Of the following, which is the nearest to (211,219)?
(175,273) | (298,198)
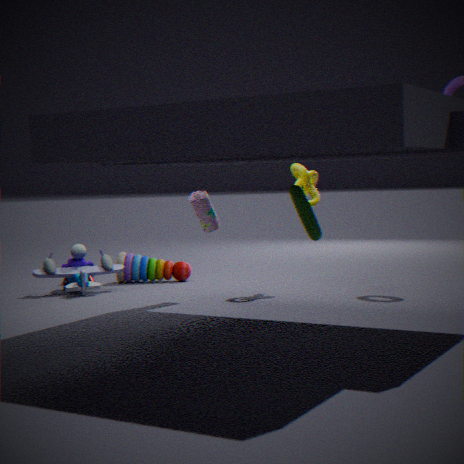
(298,198)
